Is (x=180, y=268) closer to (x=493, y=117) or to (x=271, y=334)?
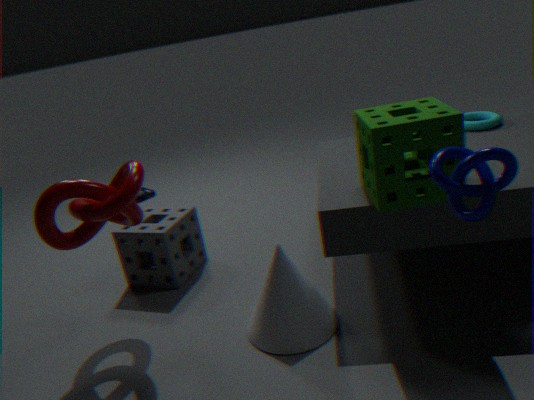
(x=271, y=334)
